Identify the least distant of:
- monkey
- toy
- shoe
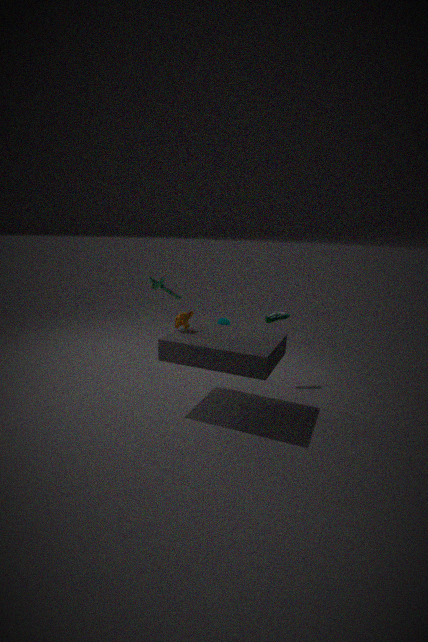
monkey
